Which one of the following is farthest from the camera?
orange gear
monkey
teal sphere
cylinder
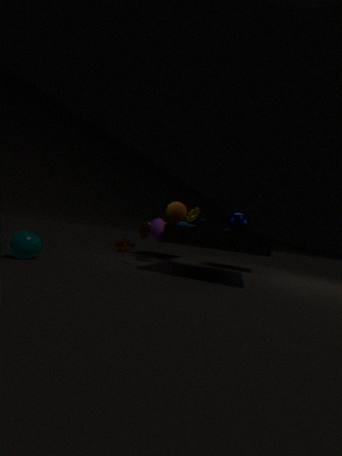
monkey
